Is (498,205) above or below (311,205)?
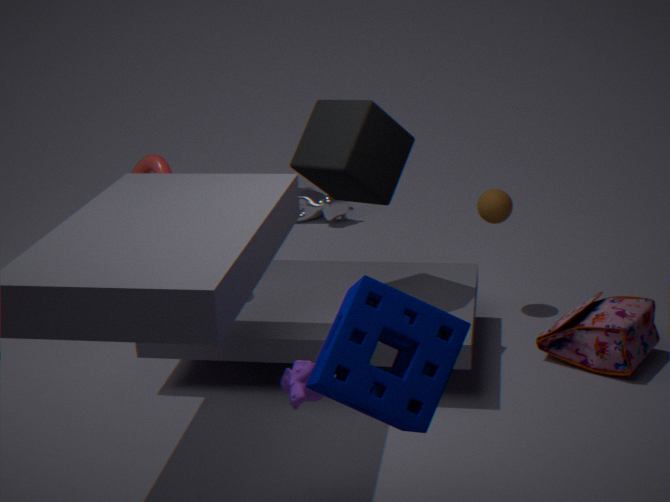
above
